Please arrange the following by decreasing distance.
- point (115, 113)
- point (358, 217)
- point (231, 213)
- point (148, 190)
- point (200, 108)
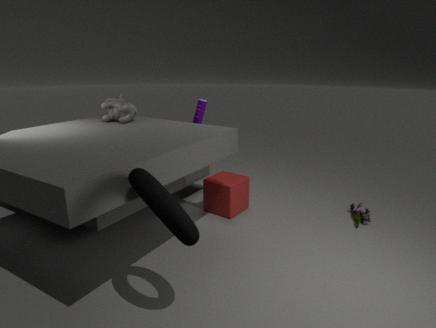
1. point (200, 108)
2. point (231, 213)
3. point (358, 217)
4. point (115, 113)
5. point (148, 190)
